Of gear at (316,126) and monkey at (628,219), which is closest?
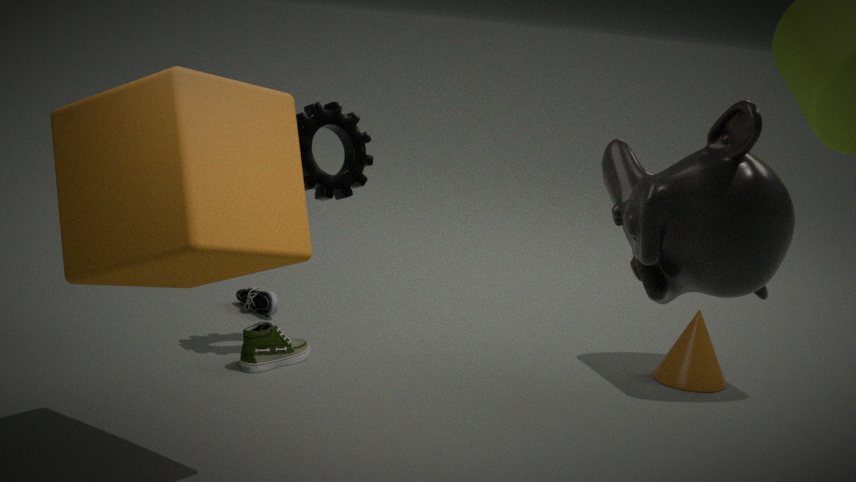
monkey at (628,219)
